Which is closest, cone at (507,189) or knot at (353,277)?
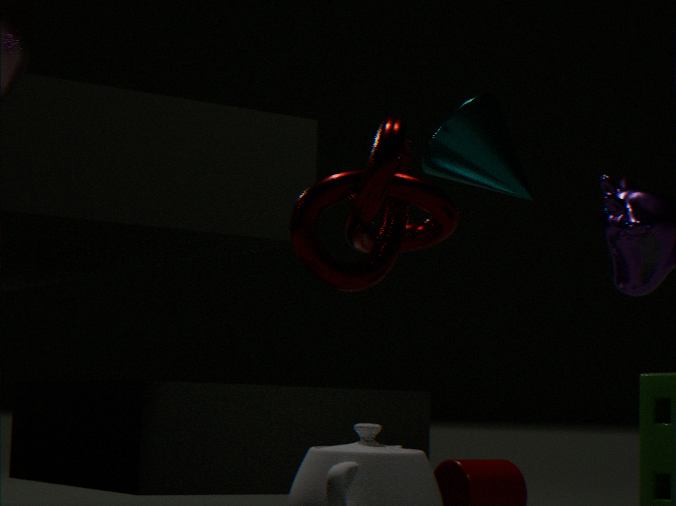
knot at (353,277)
